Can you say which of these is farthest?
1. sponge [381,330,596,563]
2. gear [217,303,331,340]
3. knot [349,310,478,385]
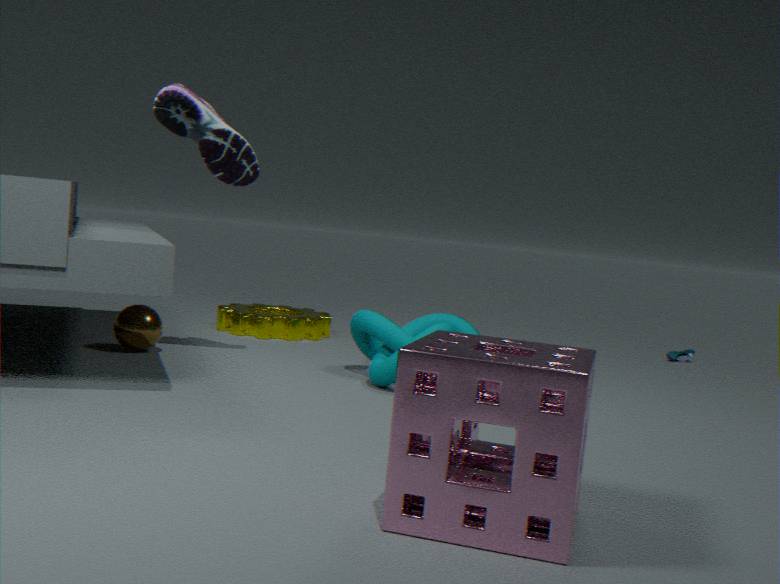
gear [217,303,331,340]
